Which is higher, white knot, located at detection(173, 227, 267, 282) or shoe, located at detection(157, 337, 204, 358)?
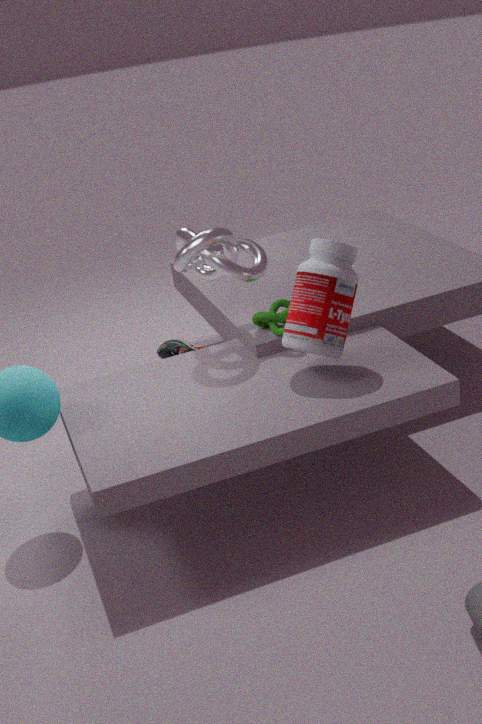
white knot, located at detection(173, 227, 267, 282)
